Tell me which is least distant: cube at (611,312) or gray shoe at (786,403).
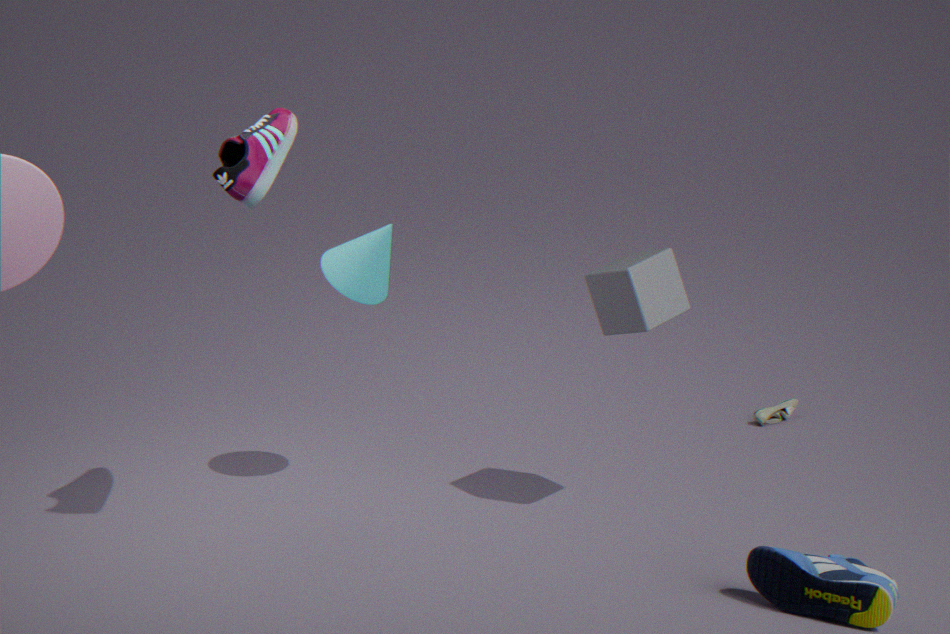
cube at (611,312)
